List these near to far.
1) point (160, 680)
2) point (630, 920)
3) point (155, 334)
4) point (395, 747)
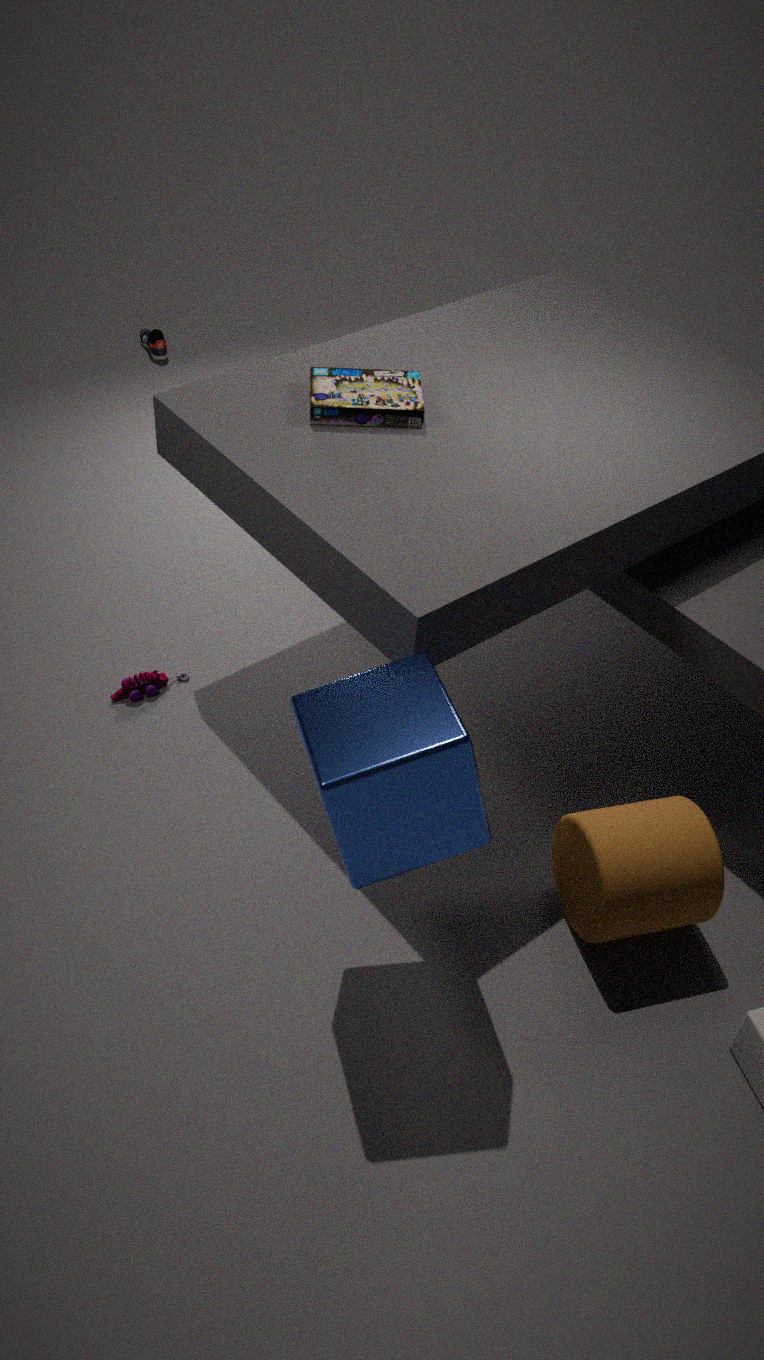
4. point (395, 747)
2. point (630, 920)
1. point (160, 680)
3. point (155, 334)
